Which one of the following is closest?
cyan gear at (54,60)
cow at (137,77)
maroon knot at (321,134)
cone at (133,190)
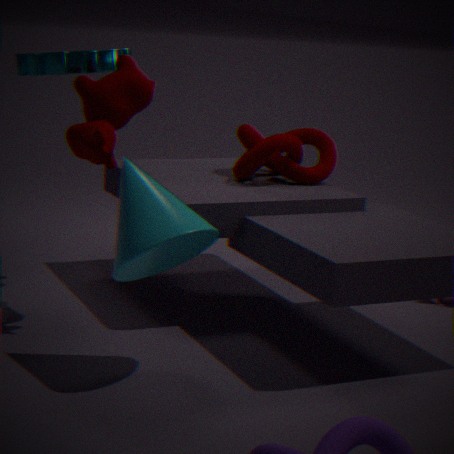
cone at (133,190)
